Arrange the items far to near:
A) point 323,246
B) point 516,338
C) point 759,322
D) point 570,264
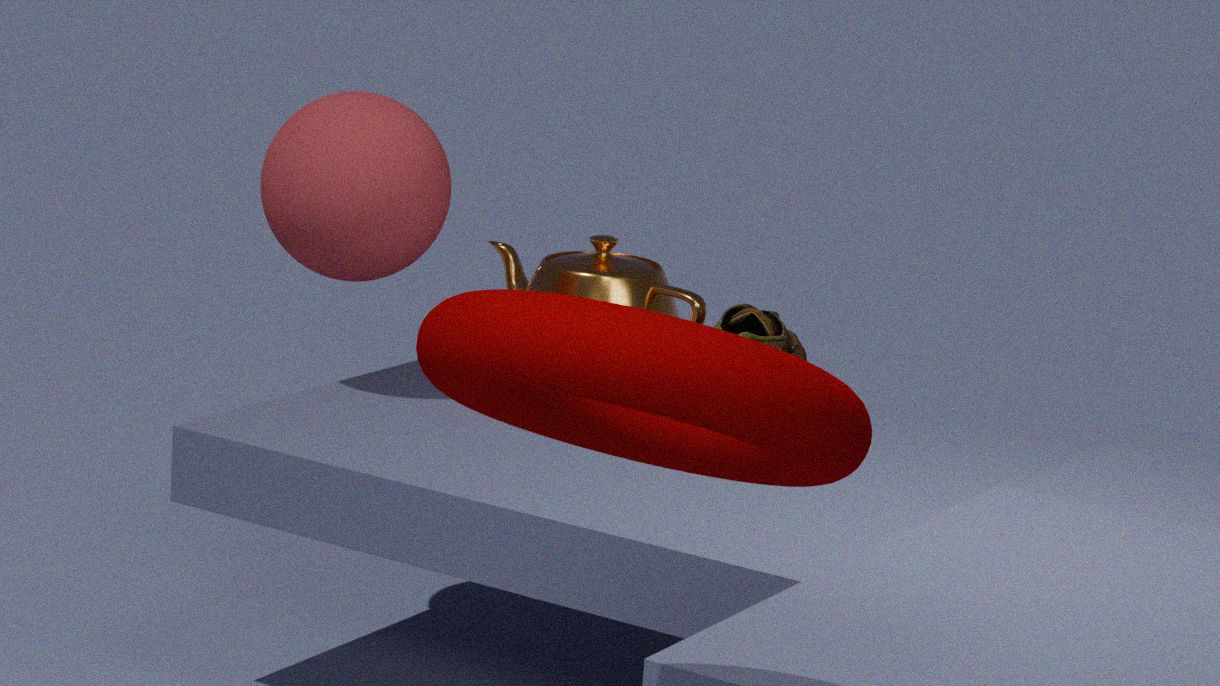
point 570,264 < point 759,322 < point 323,246 < point 516,338
